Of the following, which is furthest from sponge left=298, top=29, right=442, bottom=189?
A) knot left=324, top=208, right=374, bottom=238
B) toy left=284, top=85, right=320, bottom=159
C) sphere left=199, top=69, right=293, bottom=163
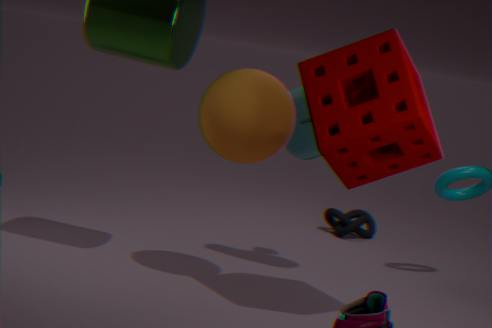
knot left=324, top=208, right=374, bottom=238
